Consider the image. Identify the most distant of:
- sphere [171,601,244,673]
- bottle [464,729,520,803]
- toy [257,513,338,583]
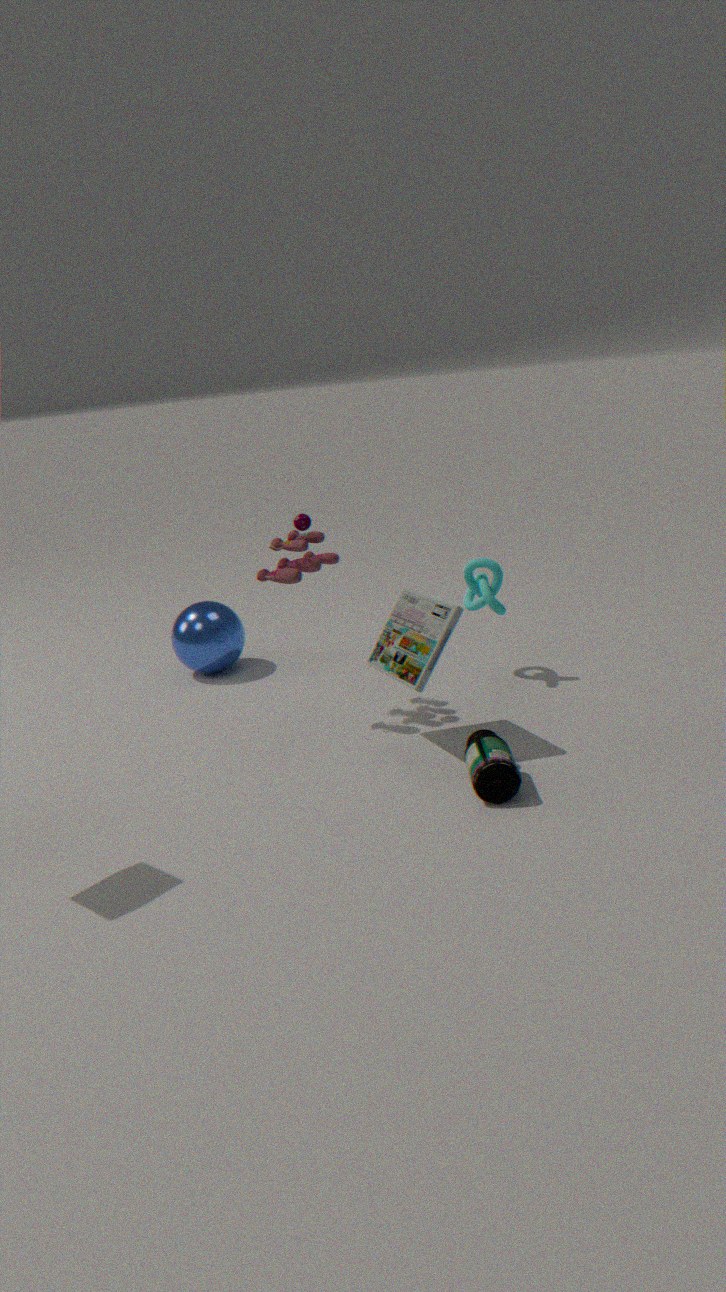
sphere [171,601,244,673]
